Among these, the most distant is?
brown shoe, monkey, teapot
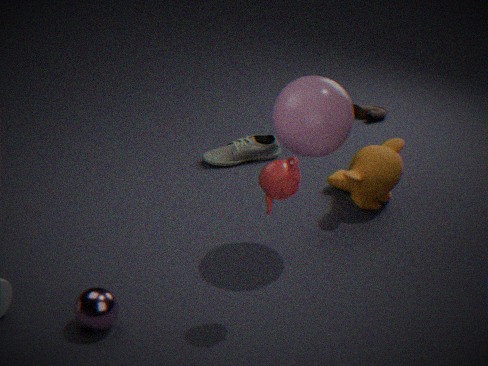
brown shoe
